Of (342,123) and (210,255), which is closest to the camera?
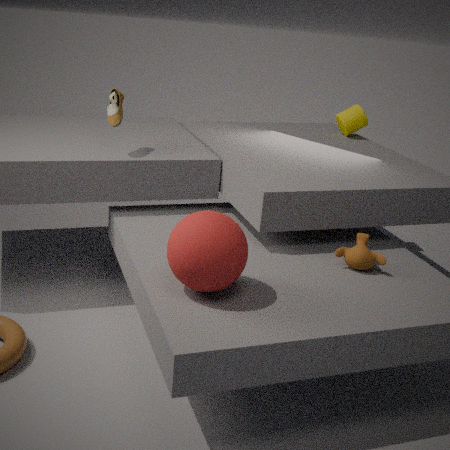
(210,255)
